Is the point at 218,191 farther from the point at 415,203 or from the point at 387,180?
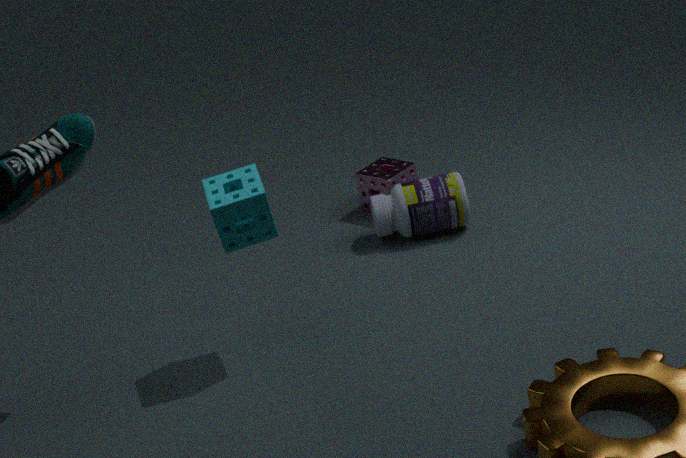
the point at 387,180
